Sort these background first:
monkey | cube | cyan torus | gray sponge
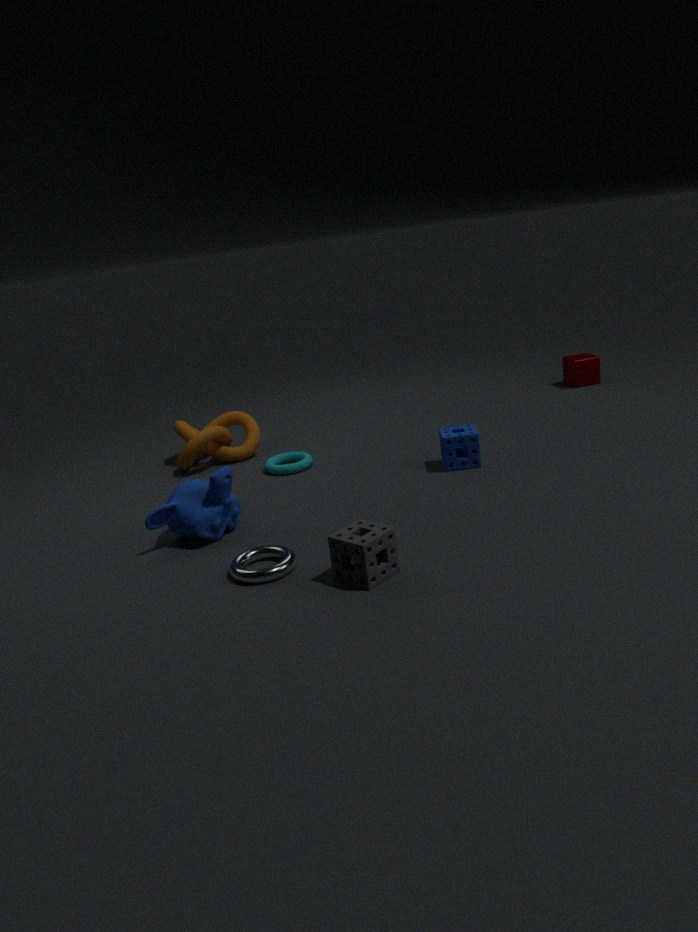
cube, cyan torus, monkey, gray sponge
